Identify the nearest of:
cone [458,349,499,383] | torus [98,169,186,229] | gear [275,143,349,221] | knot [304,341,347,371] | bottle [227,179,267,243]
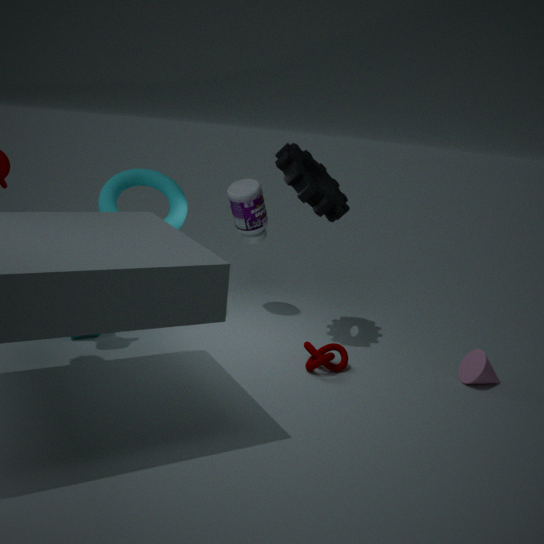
knot [304,341,347,371]
